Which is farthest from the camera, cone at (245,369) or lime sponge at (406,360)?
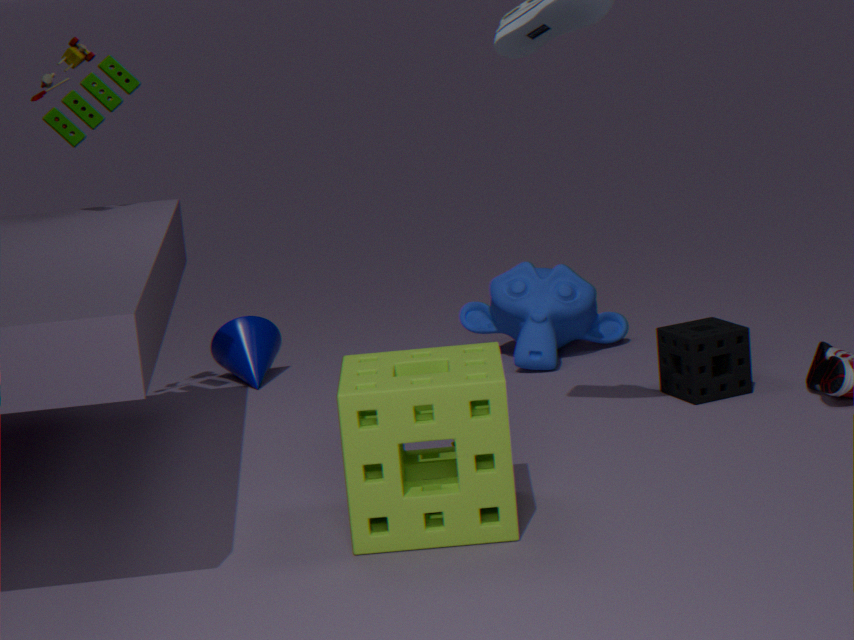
cone at (245,369)
